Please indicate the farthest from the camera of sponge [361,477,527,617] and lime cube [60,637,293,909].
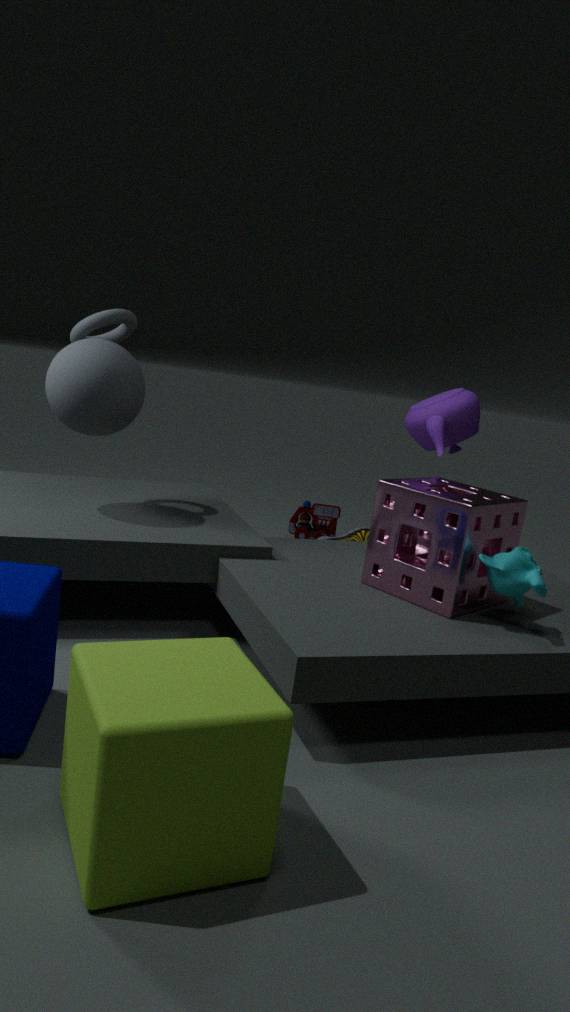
sponge [361,477,527,617]
